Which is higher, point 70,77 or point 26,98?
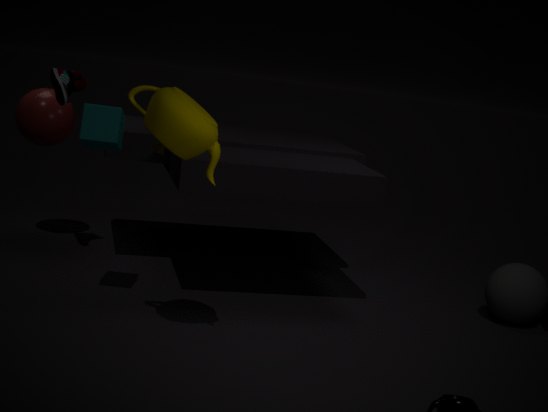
point 70,77
